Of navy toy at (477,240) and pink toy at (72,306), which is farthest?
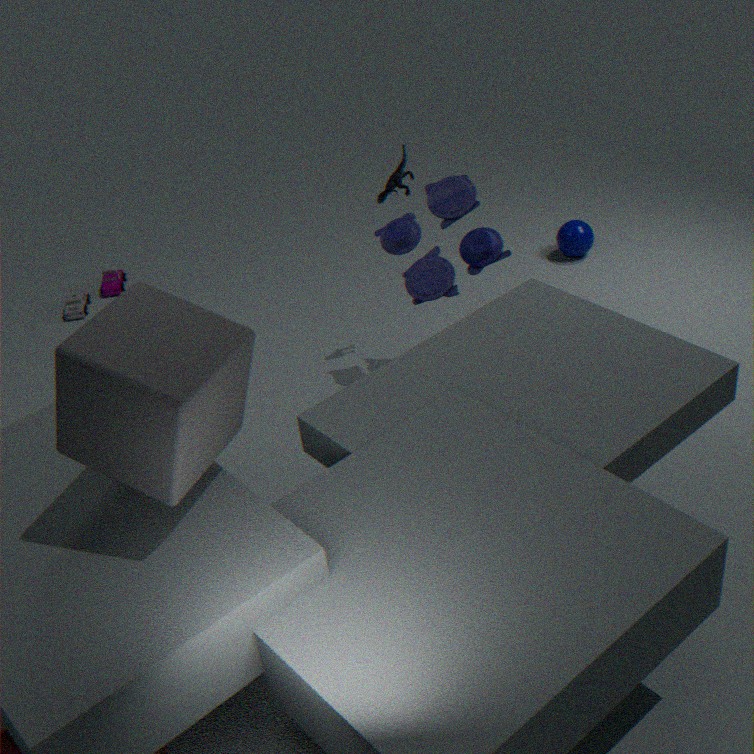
pink toy at (72,306)
